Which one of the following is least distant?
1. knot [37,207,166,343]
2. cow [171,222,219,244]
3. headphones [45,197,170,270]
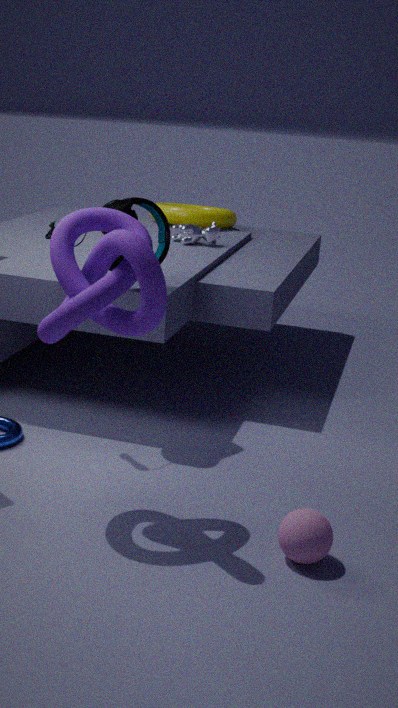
knot [37,207,166,343]
